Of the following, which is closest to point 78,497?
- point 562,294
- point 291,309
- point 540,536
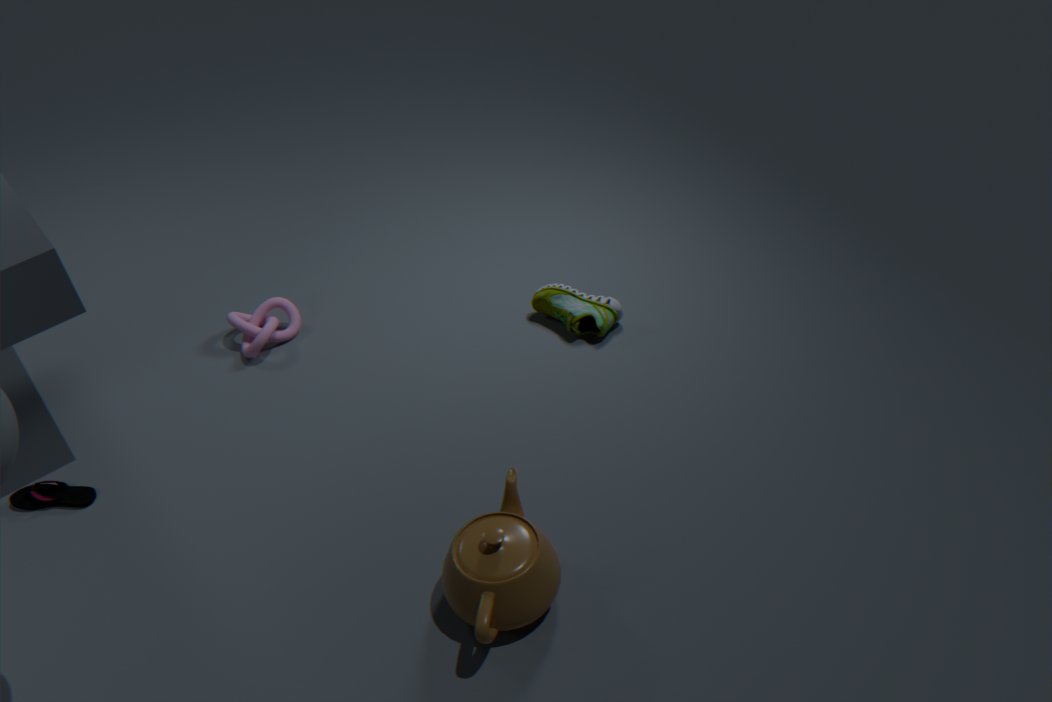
point 291,309
